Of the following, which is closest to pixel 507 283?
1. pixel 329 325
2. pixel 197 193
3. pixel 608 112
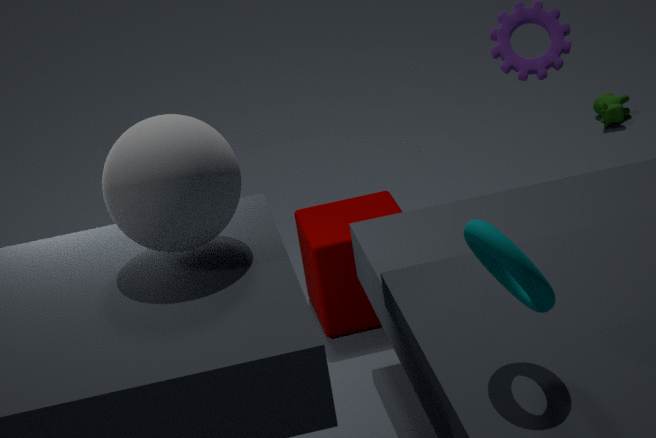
pixel 197 193
